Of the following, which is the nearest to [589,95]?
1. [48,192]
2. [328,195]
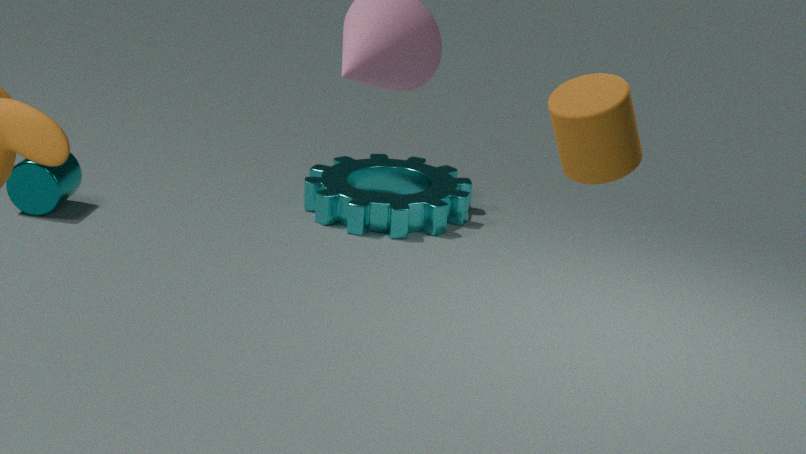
[328,195]
